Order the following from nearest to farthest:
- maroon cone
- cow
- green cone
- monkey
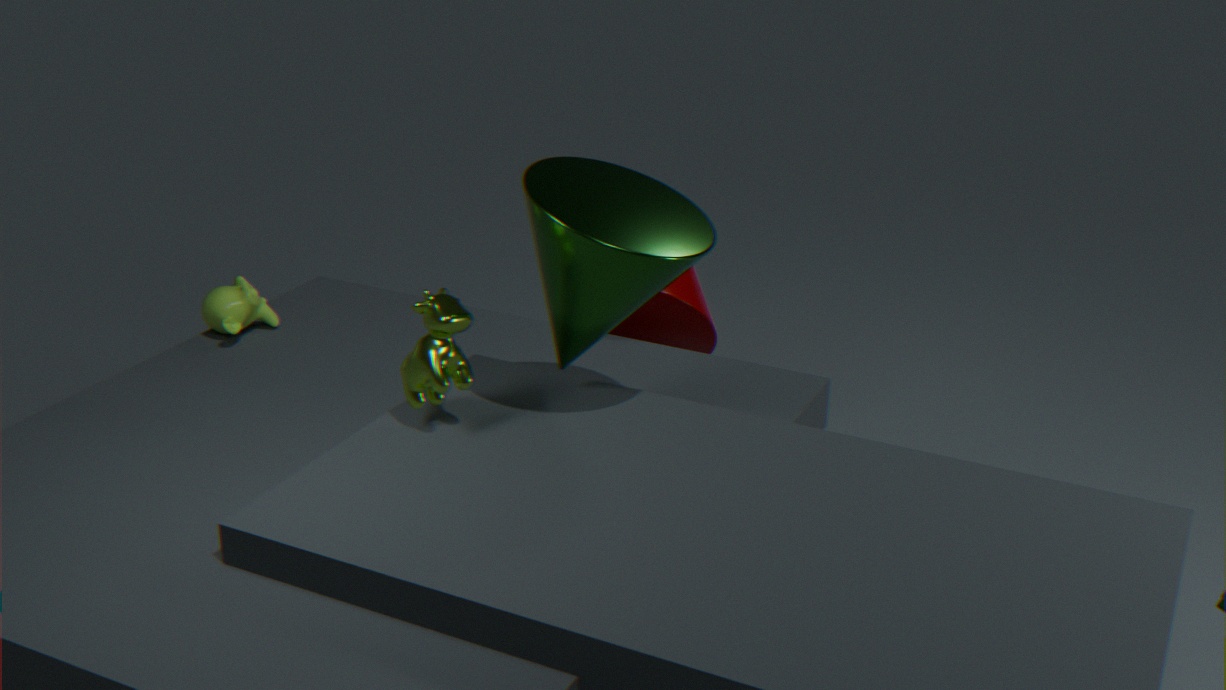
green cone, cow, monkey, maroon cone
